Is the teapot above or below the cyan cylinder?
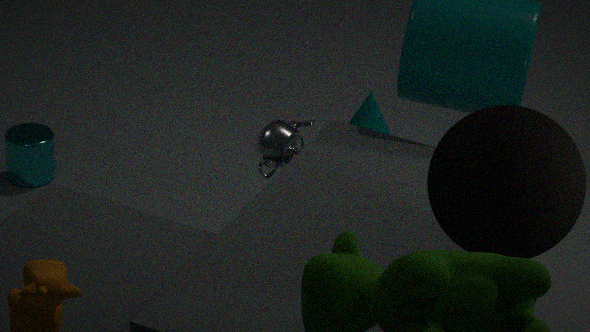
above
